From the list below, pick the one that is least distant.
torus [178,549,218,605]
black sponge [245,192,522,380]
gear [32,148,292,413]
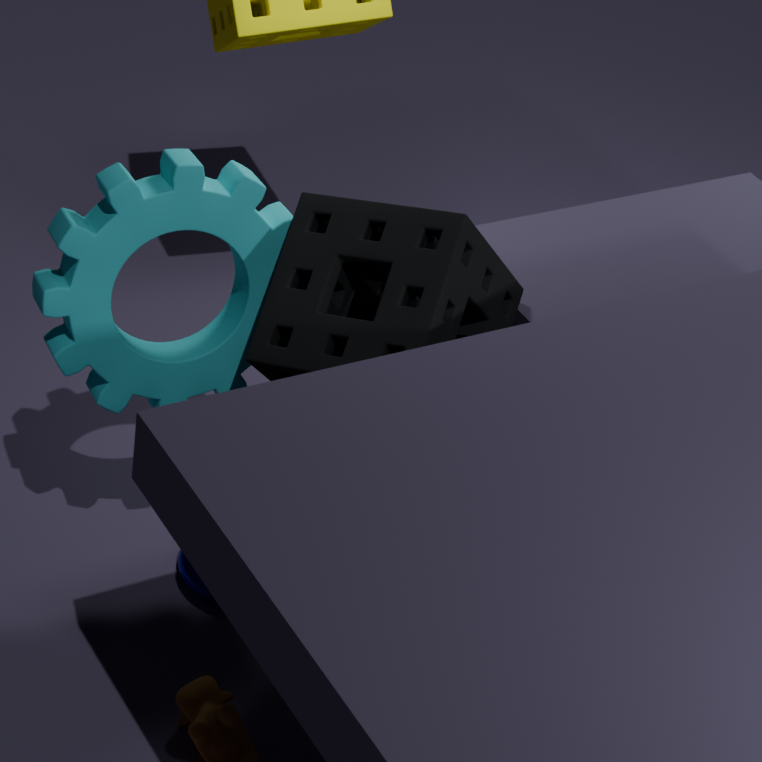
black sponge [245,192,522,380]
